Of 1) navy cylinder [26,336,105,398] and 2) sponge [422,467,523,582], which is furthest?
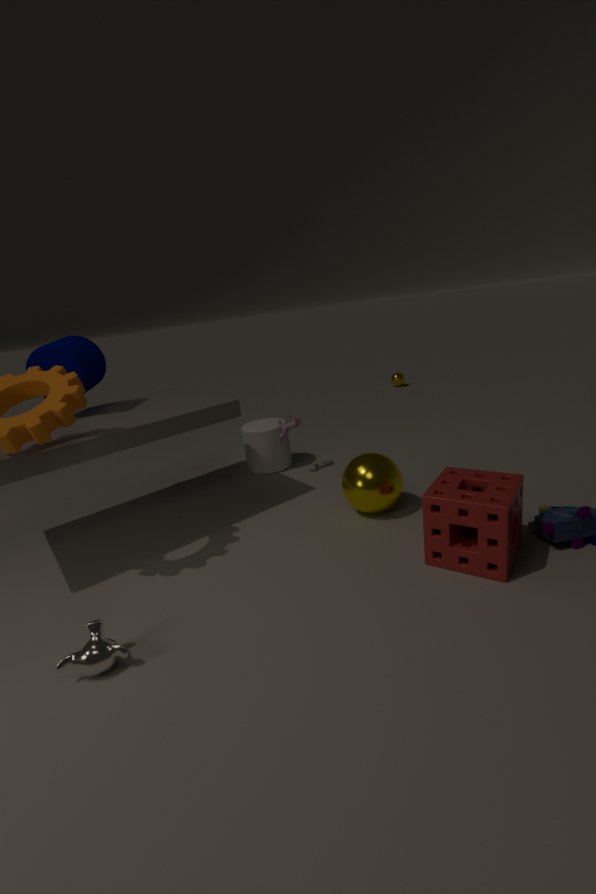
1. navy cylinder [26,336,105,398]
